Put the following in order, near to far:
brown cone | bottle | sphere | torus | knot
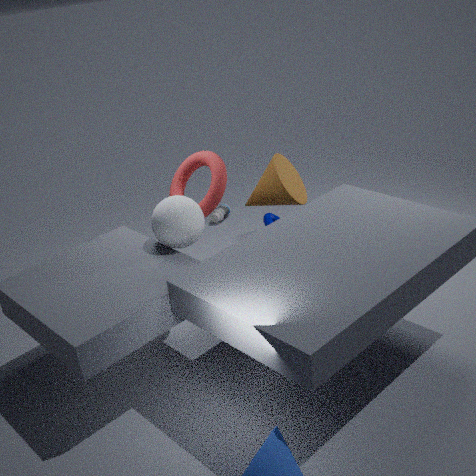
sphere < torus < brown cone < knot < bottle
